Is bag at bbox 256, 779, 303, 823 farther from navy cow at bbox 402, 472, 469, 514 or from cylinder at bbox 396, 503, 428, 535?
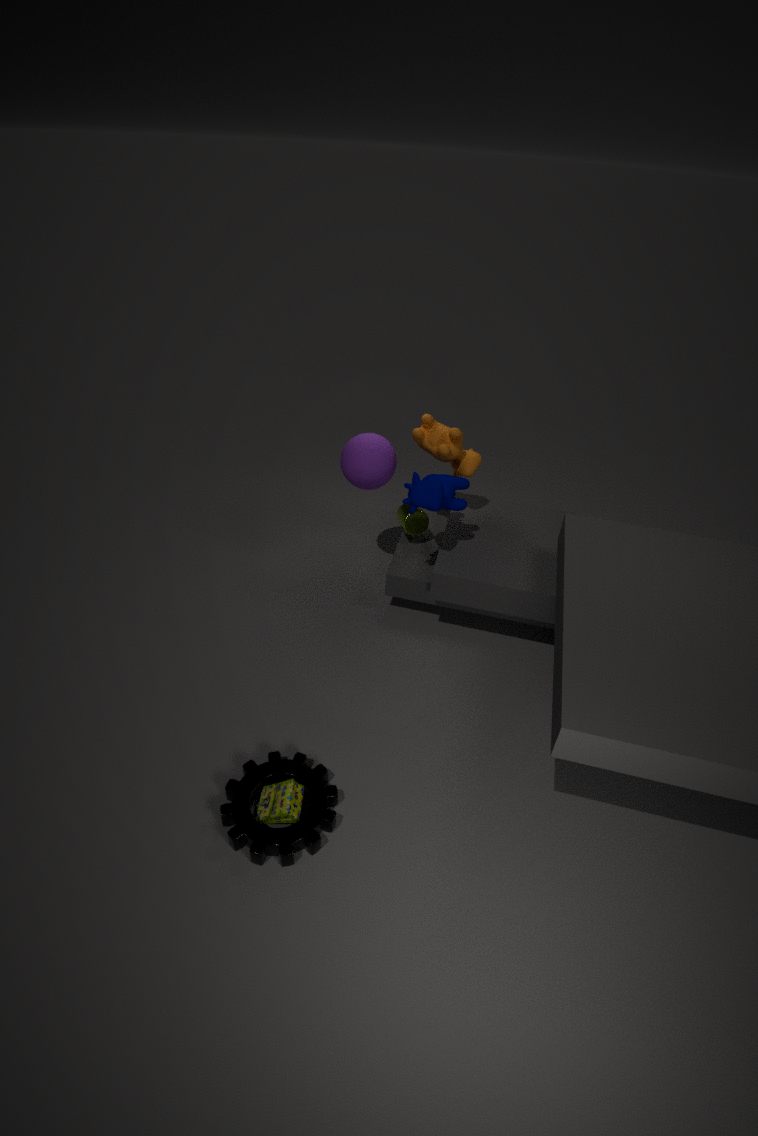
cylinder at bbox 396, 503, 428, 535
